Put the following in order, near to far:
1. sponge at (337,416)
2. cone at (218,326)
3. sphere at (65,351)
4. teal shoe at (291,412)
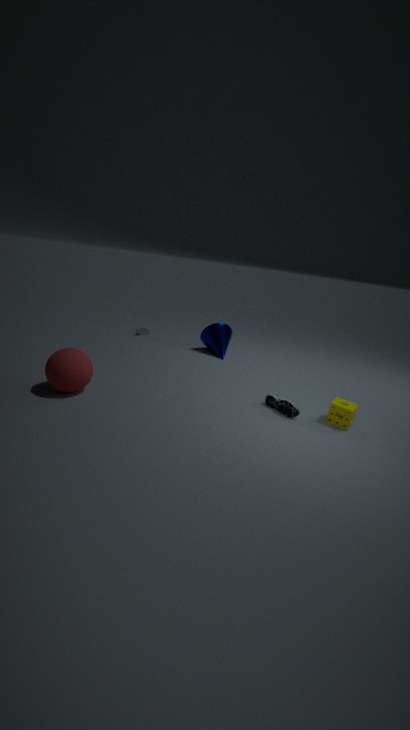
1. sphere at (65,351)
2. sponge at (337,416)
3. teal shoe at (291,412)
4. cone at (218,326)
